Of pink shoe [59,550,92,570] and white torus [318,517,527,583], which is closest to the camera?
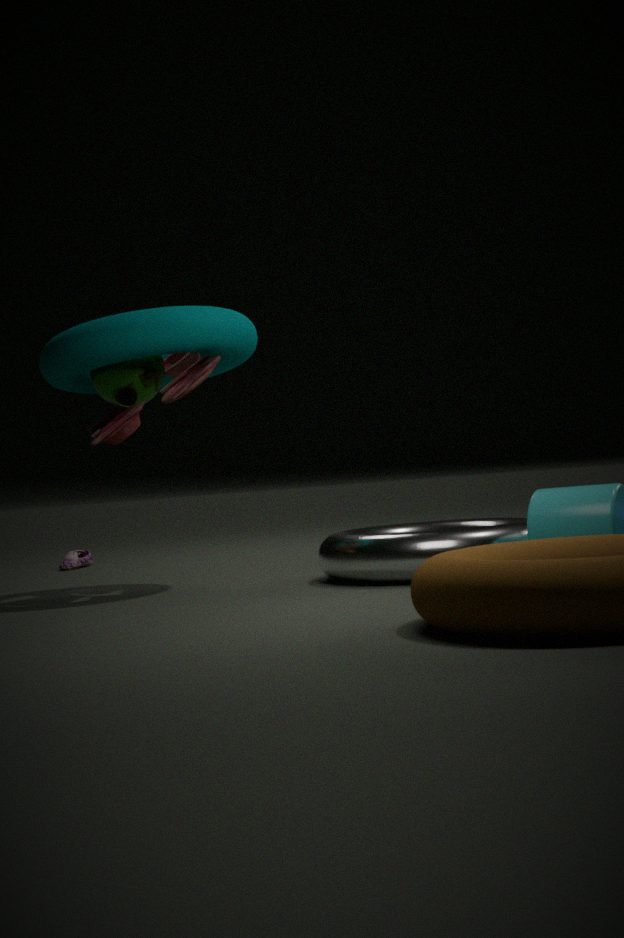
white torus [318,517,527,583]
